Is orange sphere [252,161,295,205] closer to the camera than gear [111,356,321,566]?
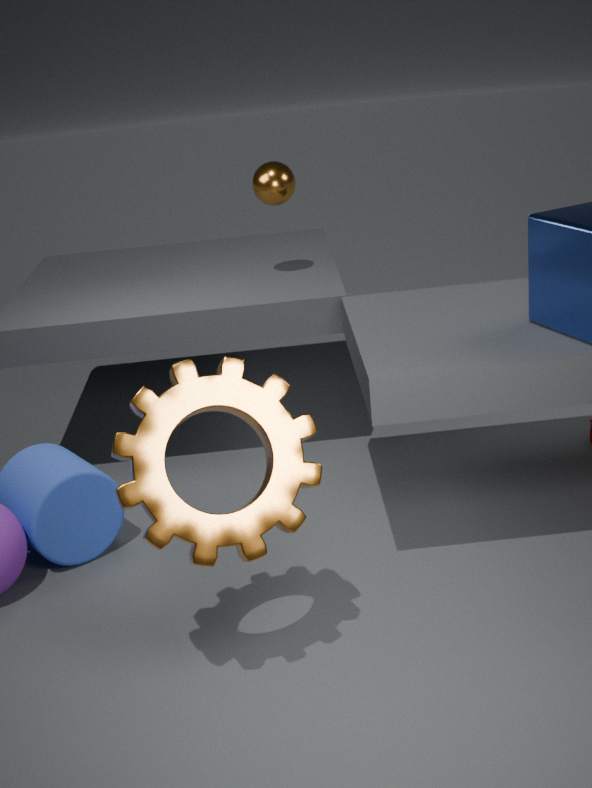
No
